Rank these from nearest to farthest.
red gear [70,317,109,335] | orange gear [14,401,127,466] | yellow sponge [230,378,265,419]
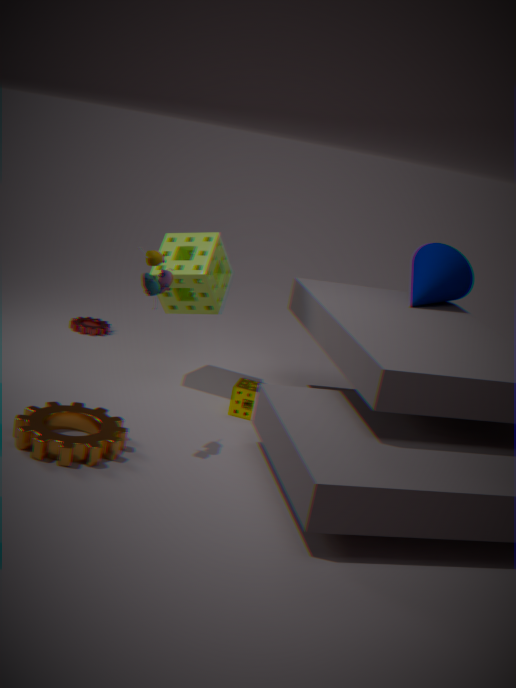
orange gear [14,401,127,466] → yellow sponge [230,378,265,419] → red gear [70,317,109,335]
